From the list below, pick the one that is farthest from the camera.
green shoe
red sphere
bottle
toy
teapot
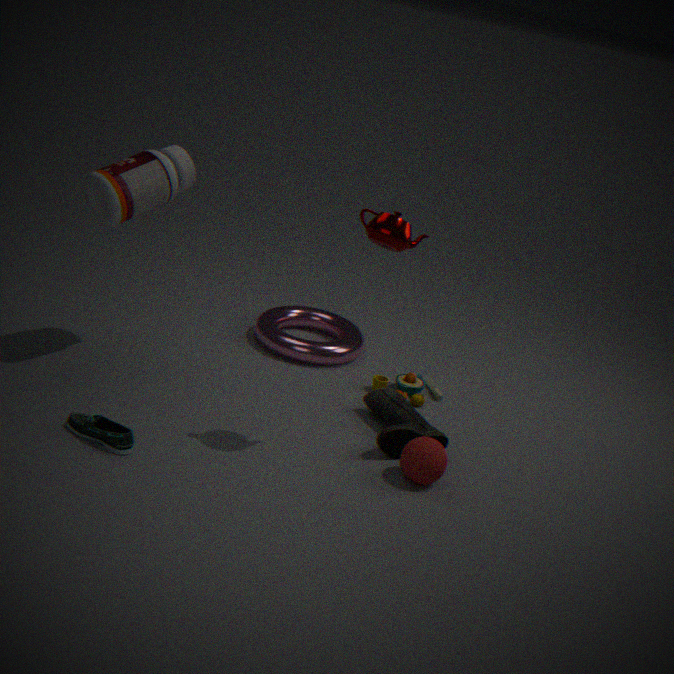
toy
